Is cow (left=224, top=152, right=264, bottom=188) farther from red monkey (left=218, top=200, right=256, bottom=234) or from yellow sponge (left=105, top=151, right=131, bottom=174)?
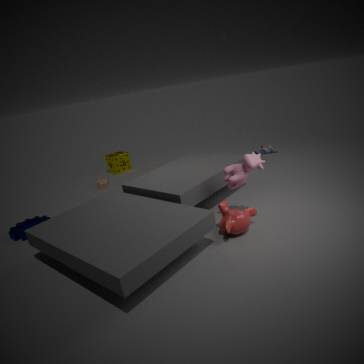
yellow sponge (left=105, top=151, right=131, bottom=174)
